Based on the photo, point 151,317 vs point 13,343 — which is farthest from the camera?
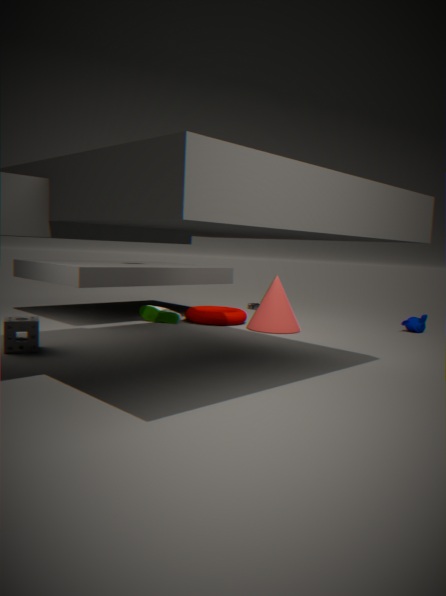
point 151,317
